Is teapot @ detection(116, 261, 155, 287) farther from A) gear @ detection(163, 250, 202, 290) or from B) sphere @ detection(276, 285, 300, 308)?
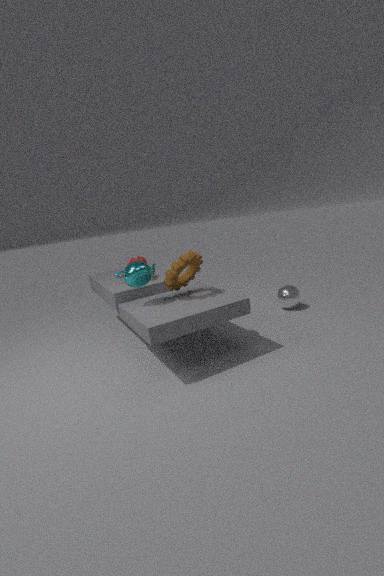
B) sphere @ detection(276, 285, 300, 308)
